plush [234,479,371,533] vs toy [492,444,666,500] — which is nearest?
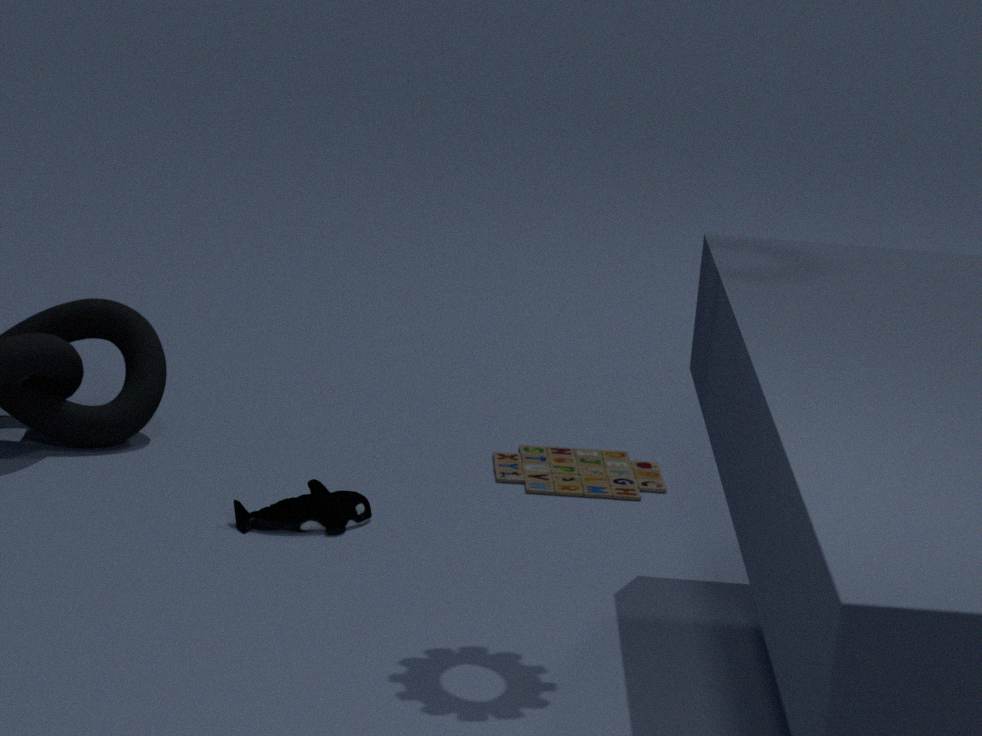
plush [234,479,371,533]
